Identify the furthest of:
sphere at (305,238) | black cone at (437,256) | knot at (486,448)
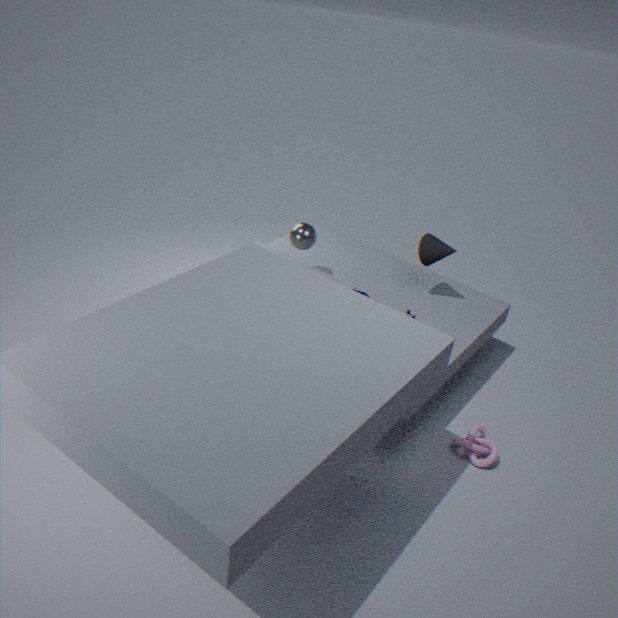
sphere at (305,238)
